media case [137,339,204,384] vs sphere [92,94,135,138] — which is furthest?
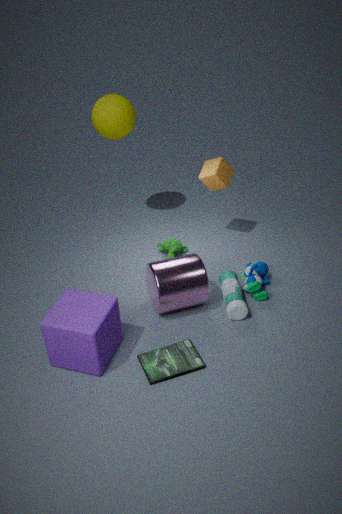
sphere [92,94,135,138]
